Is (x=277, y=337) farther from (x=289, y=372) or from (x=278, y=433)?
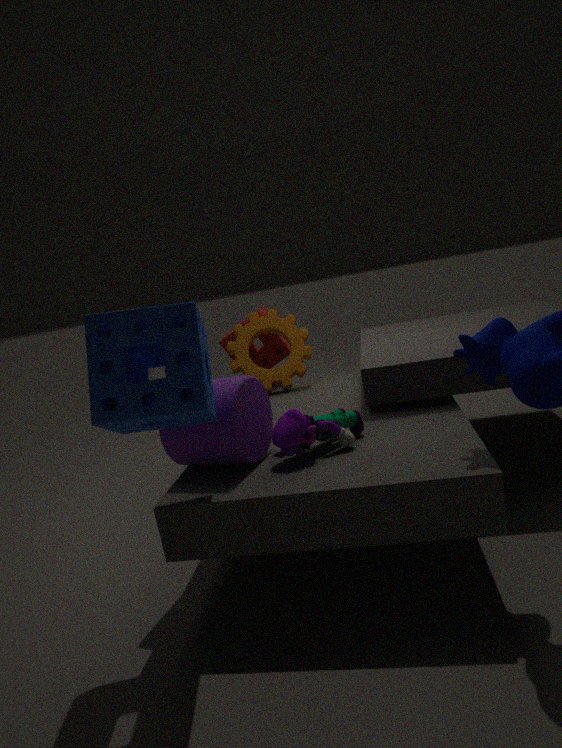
(x=278, y=433)
